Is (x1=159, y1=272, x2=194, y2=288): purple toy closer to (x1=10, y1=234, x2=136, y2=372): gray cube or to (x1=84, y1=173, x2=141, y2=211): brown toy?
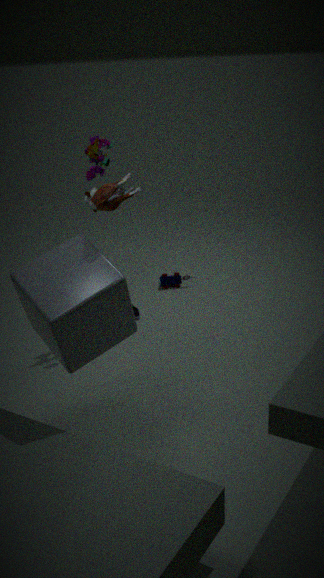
(x1=10, y1=234, x2=136, y2=372): gray cube
